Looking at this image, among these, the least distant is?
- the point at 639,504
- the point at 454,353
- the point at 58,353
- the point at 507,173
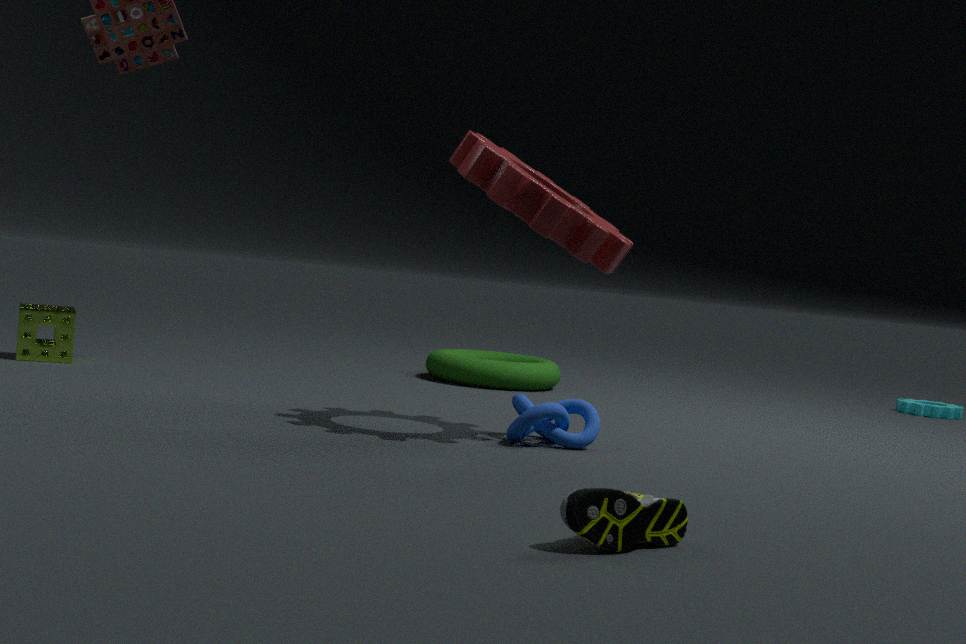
the point at 639,504
